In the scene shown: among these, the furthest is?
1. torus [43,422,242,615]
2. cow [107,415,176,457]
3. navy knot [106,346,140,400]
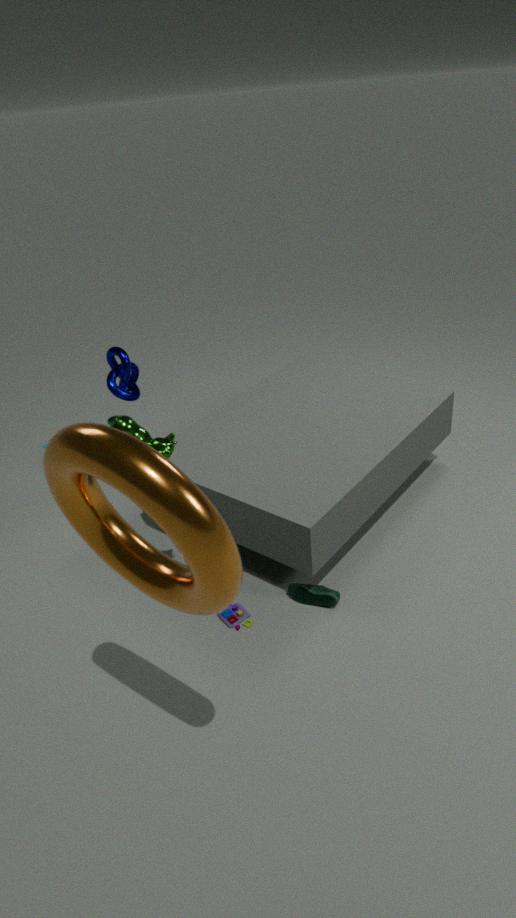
navy knot [106,346,140,400]
